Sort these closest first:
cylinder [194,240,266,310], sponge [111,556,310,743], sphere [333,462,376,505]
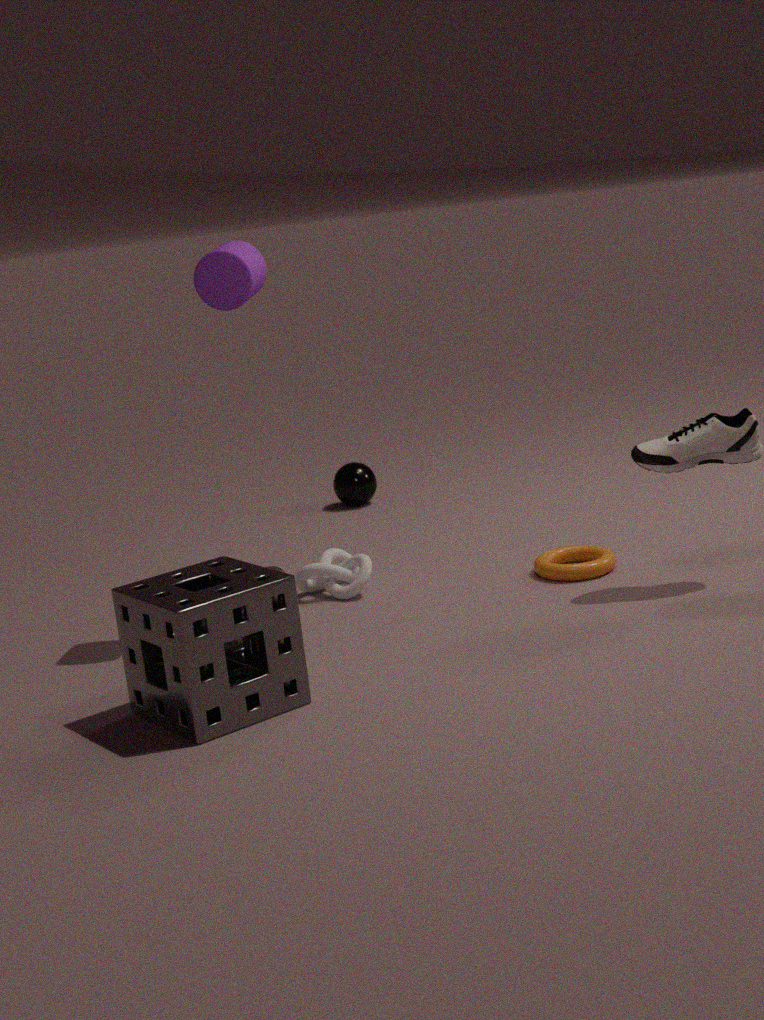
sponge [111,556,310,743] < cylinder [194,240,266,310] < sphere [333,462,376,505]
